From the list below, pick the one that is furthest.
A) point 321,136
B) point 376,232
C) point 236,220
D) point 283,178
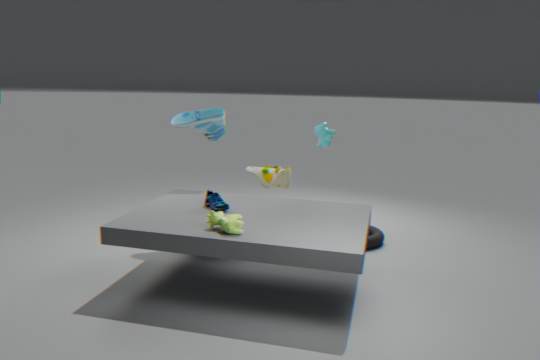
point 283,178
